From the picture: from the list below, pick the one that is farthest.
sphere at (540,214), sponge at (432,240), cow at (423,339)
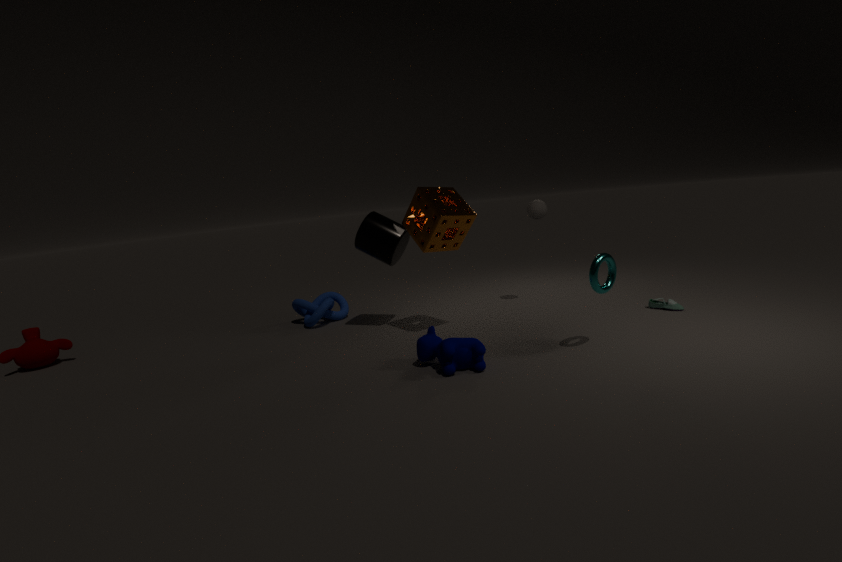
sphere at (540,214)
